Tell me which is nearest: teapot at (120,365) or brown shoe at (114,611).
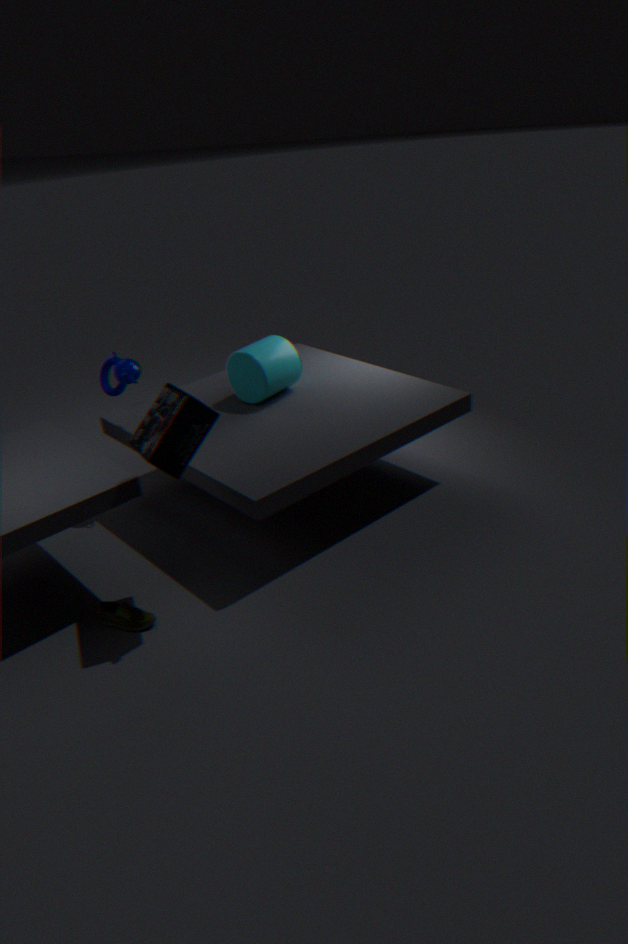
brown shoe at (114,611)
